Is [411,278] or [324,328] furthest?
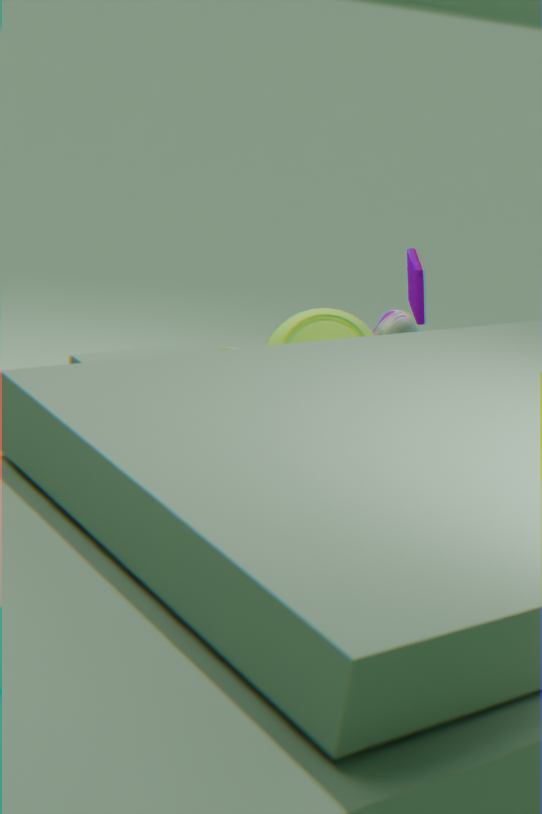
[411,278]
